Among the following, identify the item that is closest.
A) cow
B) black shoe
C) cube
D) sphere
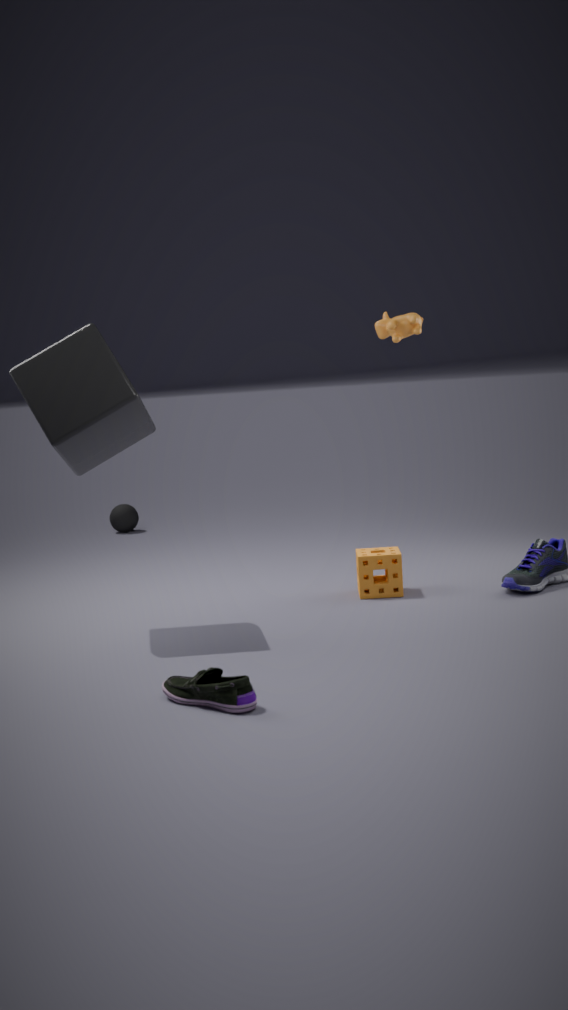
black shoe
